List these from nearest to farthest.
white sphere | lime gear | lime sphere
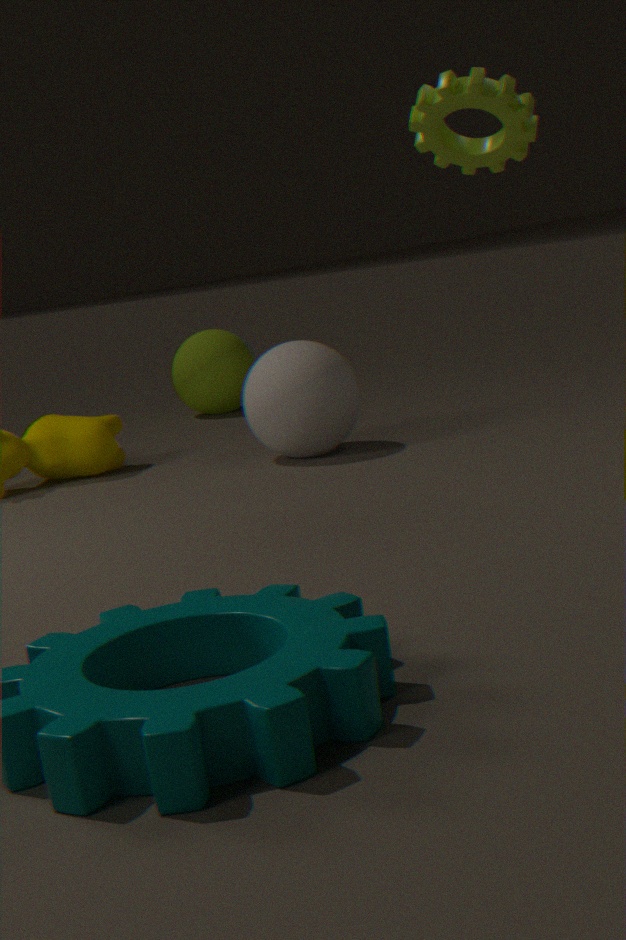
lime gear → white sphere → lime sphere
